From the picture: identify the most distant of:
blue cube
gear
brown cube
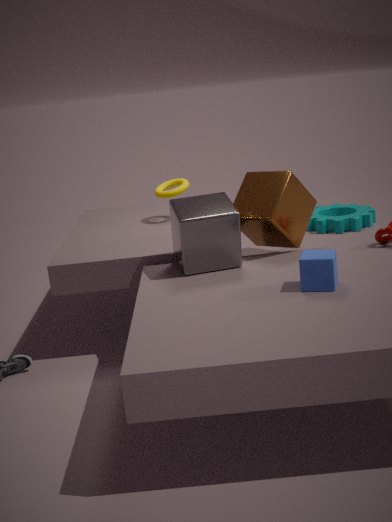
gear
